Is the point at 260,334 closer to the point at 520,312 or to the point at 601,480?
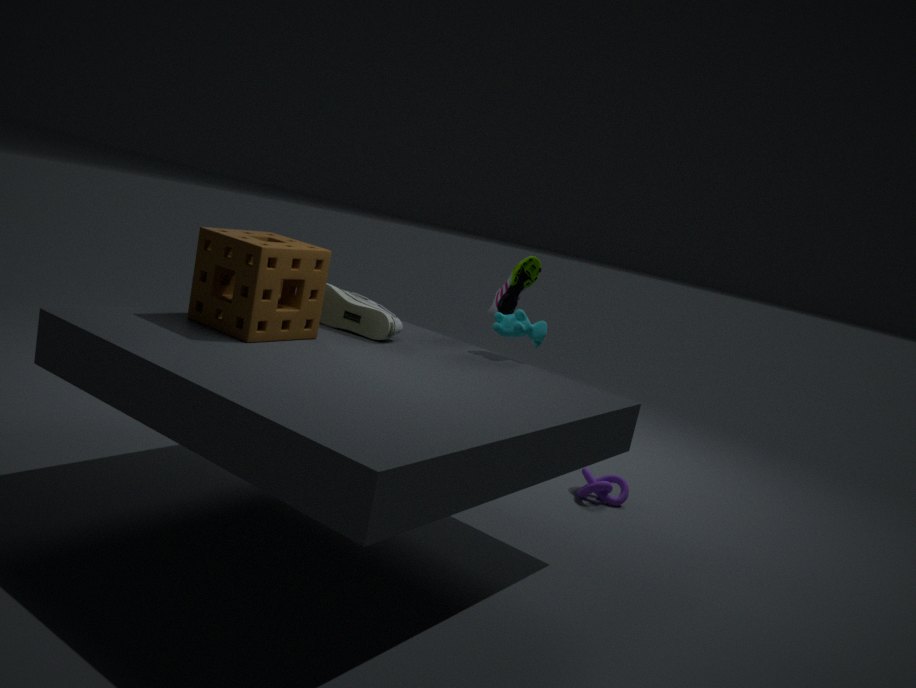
the point at 520,312
